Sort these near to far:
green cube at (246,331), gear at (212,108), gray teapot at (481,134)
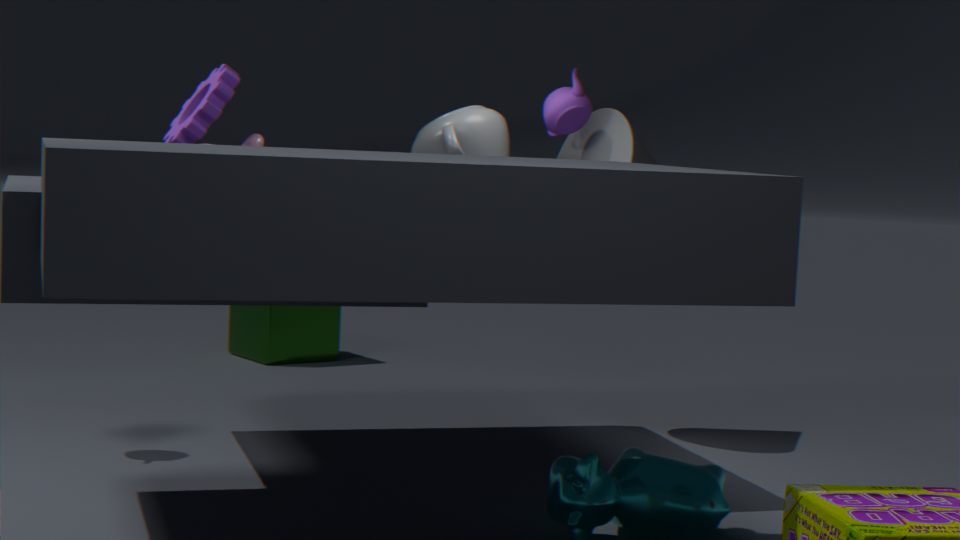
gear at (212,108) → gray teapot at (481,134) → green cube at (246,331)
